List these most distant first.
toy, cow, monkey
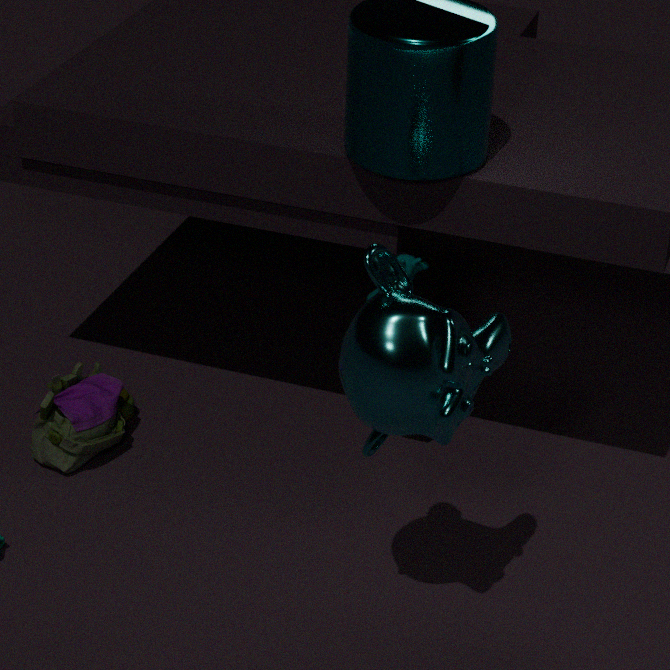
toy
cow
monkey
